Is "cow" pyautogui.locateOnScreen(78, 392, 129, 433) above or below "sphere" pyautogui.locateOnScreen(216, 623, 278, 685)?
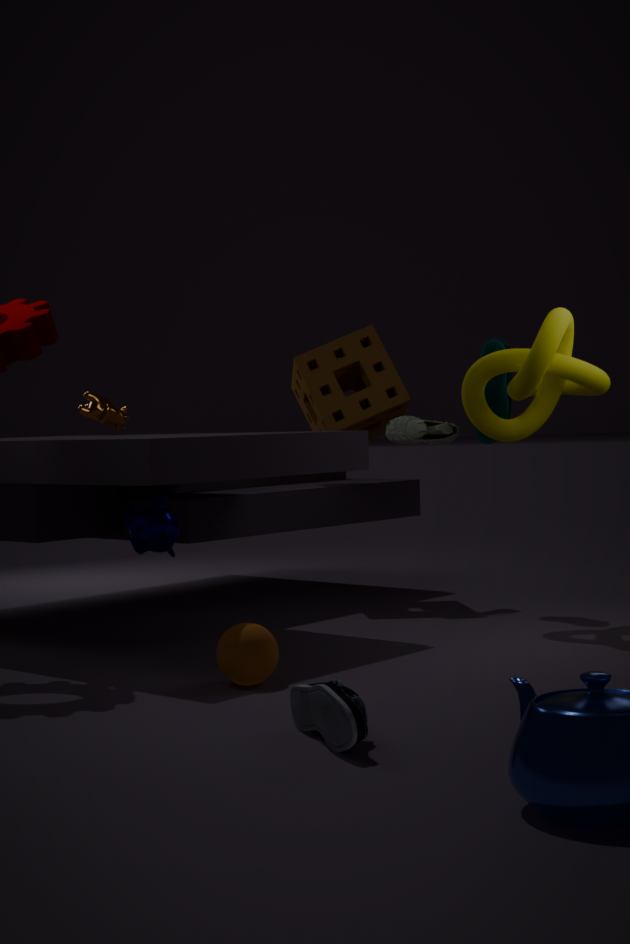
above
